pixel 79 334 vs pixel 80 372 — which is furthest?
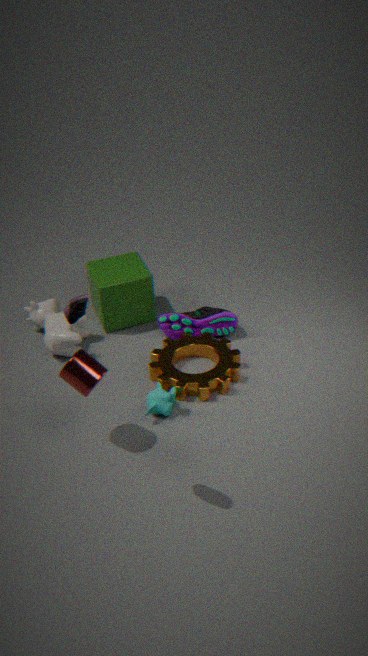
pixel 79 334
